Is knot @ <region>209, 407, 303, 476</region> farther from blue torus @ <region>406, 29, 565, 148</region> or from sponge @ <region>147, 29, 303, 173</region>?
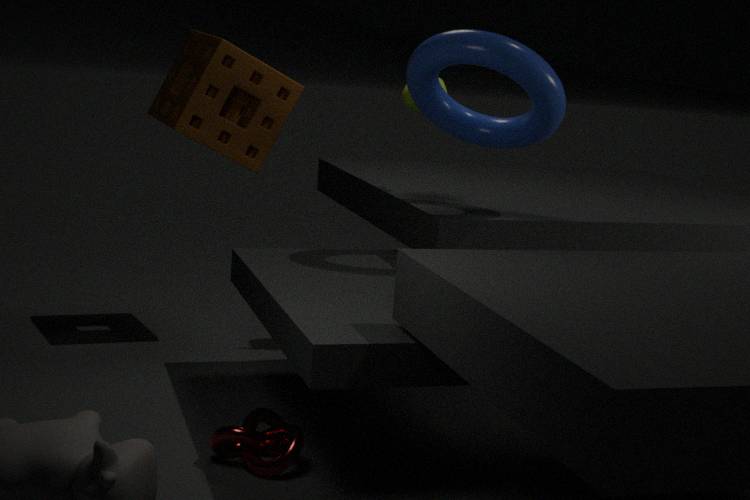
blue torus @ <region>406, 29, 565, 148</region>
